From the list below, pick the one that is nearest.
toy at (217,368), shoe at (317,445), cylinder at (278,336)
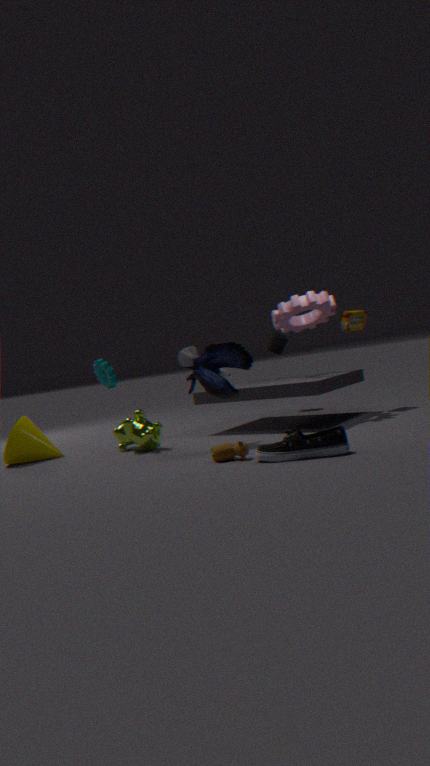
shoe at (317,445)
